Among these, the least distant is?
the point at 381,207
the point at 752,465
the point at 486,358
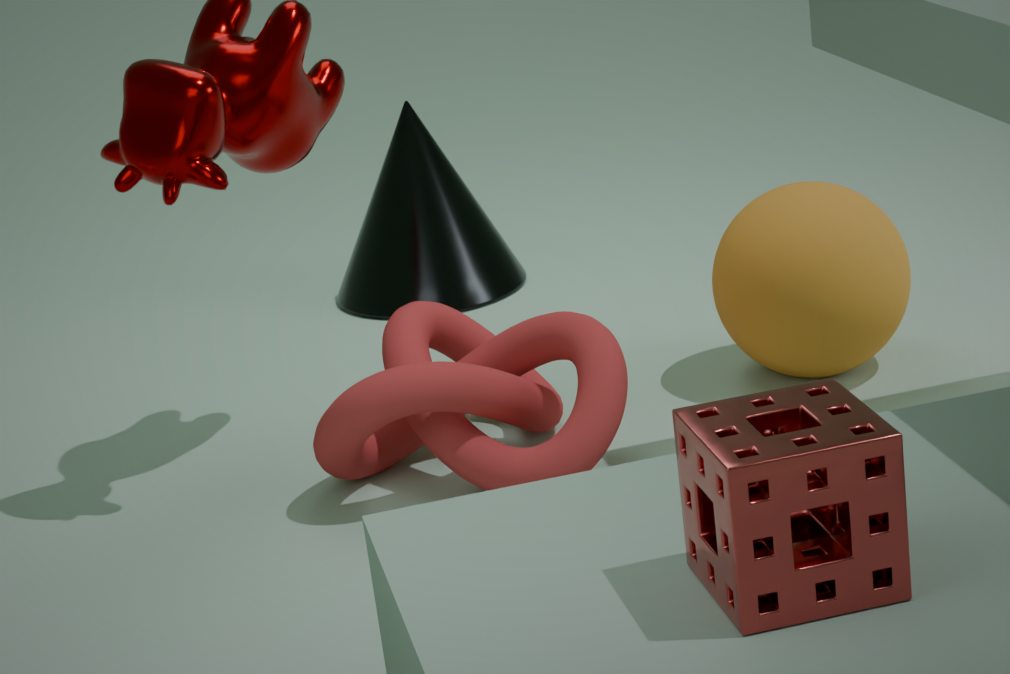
the point at 752,465
